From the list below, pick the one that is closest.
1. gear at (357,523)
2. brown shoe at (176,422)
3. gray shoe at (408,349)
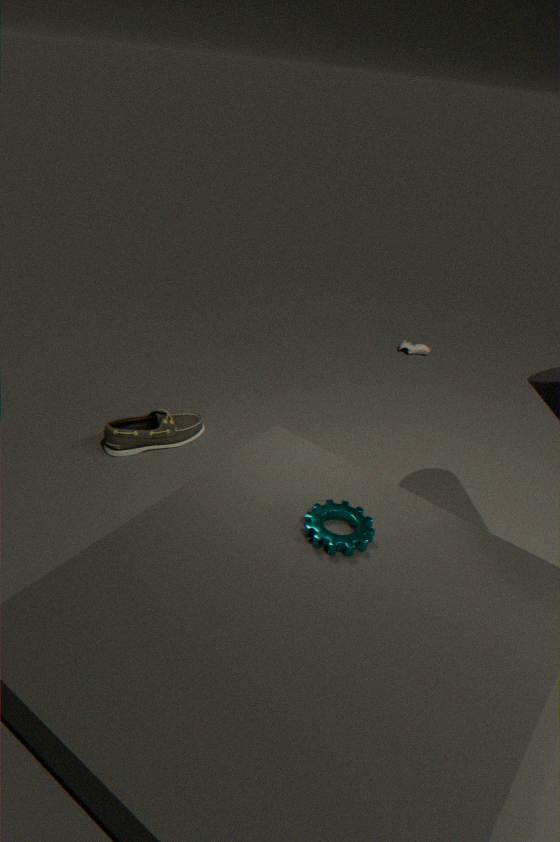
gear at (357,523)
